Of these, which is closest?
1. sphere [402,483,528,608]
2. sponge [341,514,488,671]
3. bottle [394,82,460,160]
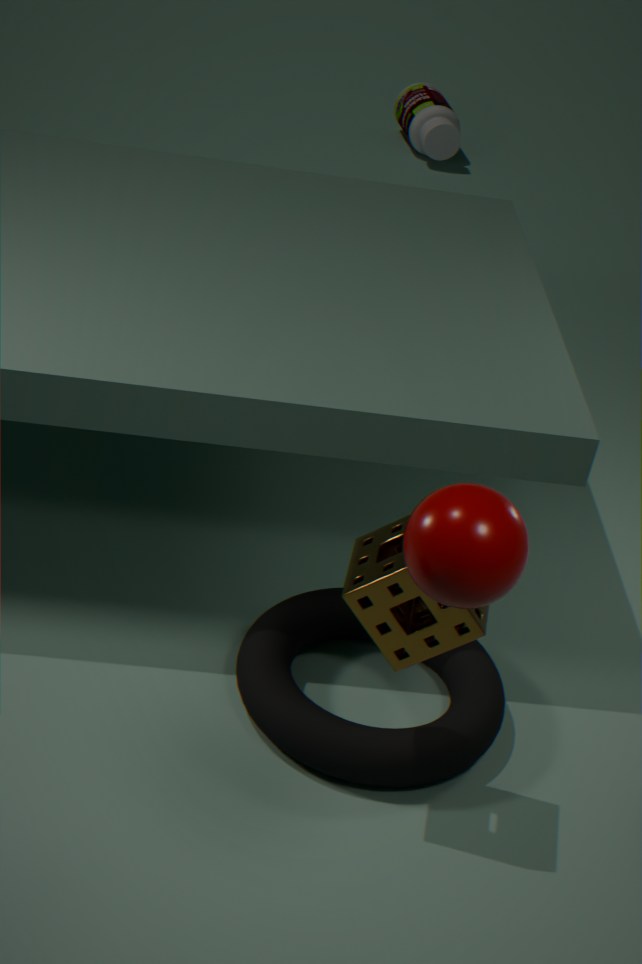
sphere [402,483,528,608]
